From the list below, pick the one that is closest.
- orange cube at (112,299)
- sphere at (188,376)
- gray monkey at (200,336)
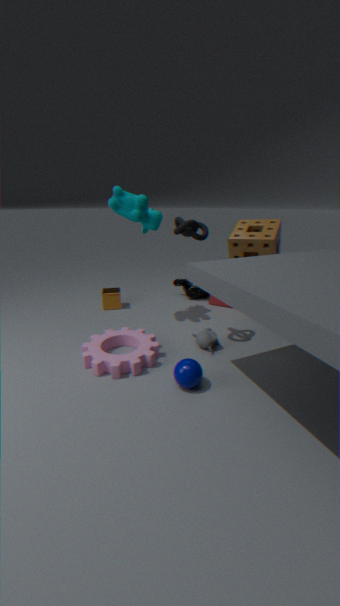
sphere at (188,376)
